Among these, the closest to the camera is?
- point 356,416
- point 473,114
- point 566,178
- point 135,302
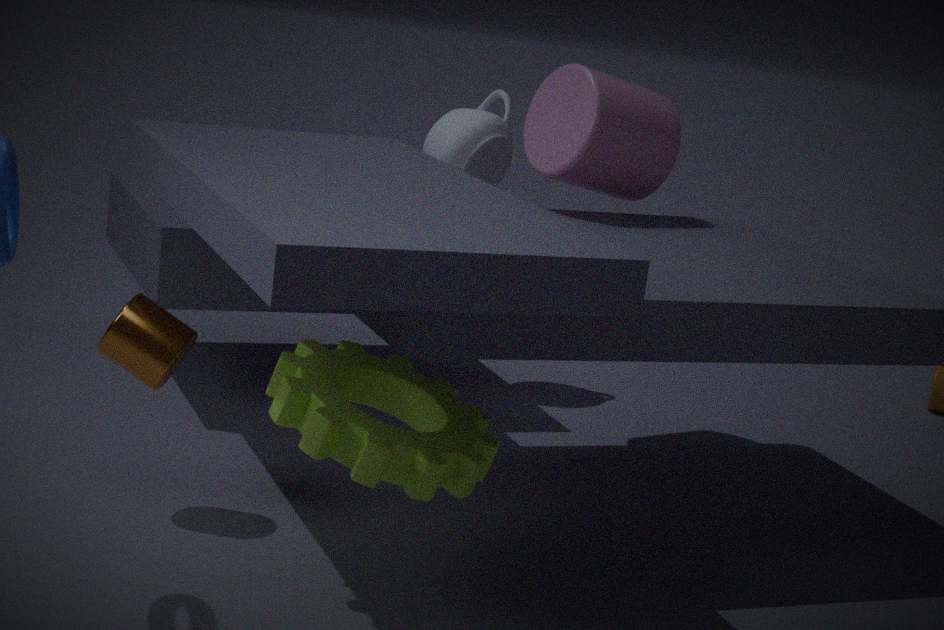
point 356,416
